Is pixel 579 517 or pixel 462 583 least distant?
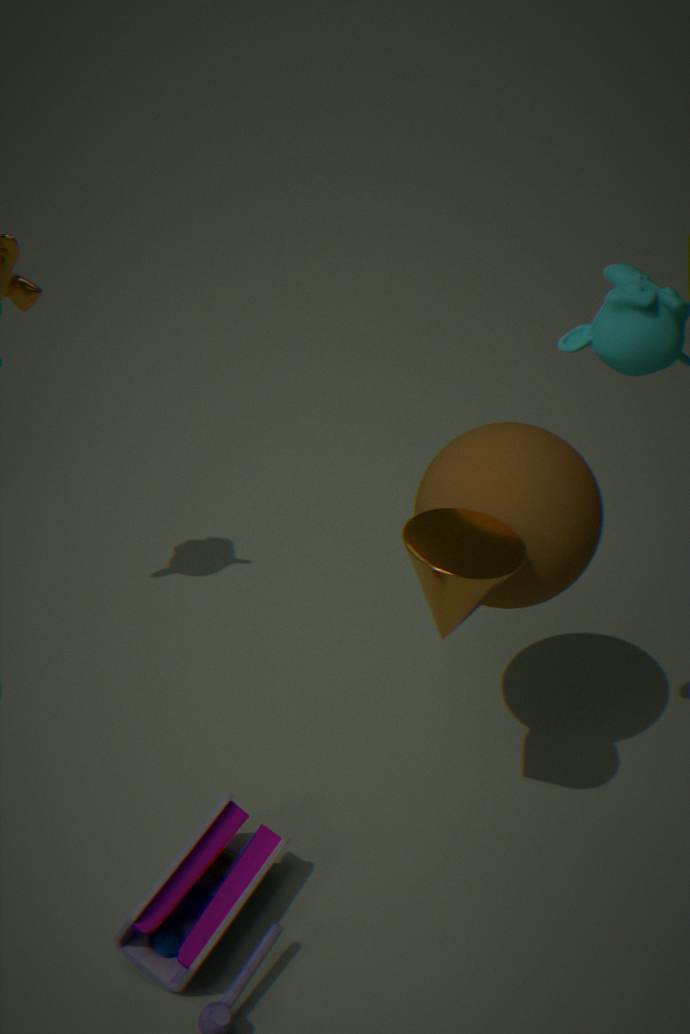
pixel 462 583
